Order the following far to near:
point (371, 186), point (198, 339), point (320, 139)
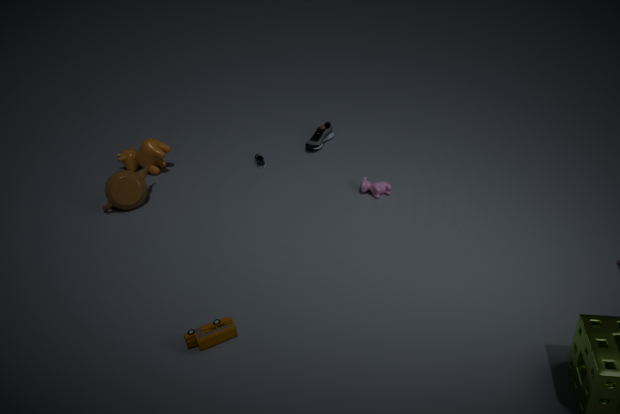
point (320, 139)
point (371, 186)
point (198, 339)
